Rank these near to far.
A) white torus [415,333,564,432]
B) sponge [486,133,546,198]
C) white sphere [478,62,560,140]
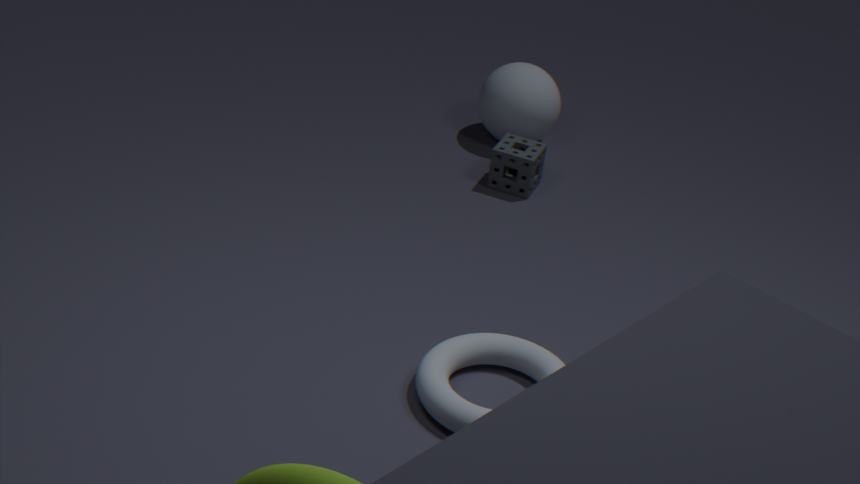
white torus [415,333,564,432] → sponge [486,133,546,198] → white sphere [478,62,560,140]
